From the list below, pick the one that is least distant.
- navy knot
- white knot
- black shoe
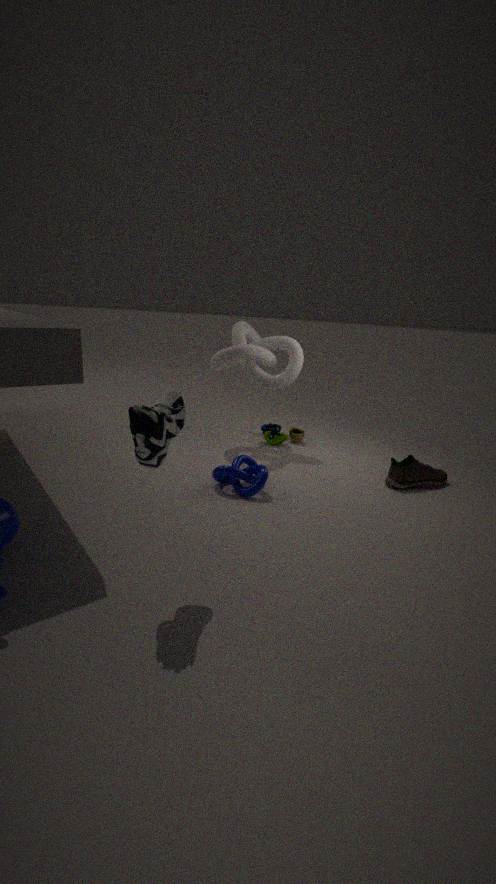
black shoe
